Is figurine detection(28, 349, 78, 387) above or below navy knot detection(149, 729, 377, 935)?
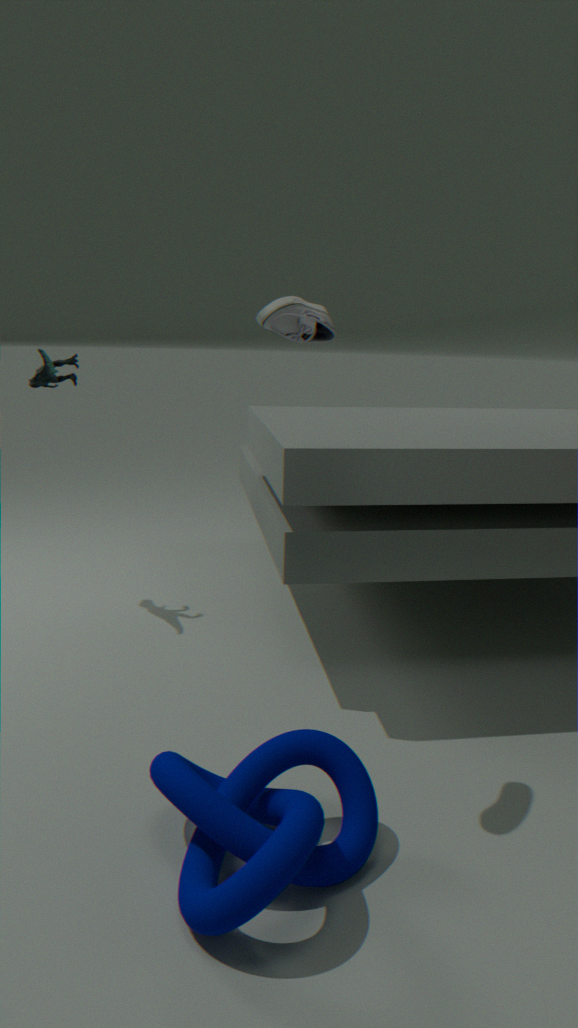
above
